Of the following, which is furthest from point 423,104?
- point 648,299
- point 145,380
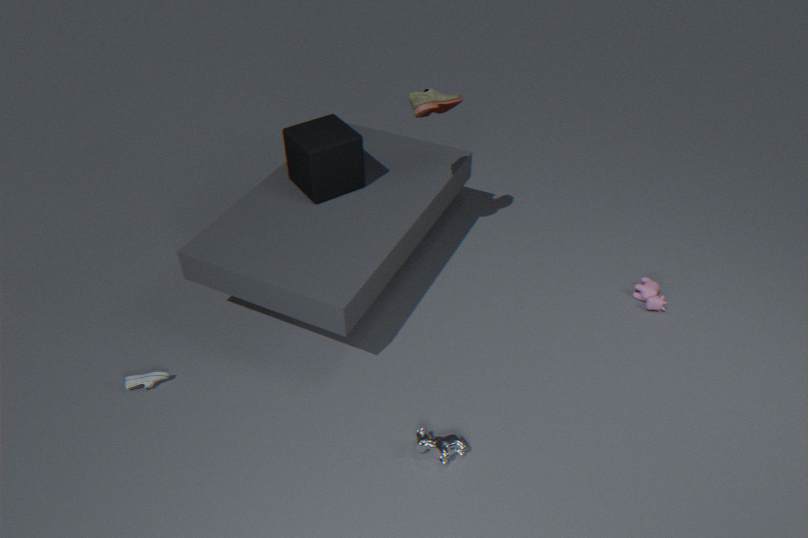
point 145,380
